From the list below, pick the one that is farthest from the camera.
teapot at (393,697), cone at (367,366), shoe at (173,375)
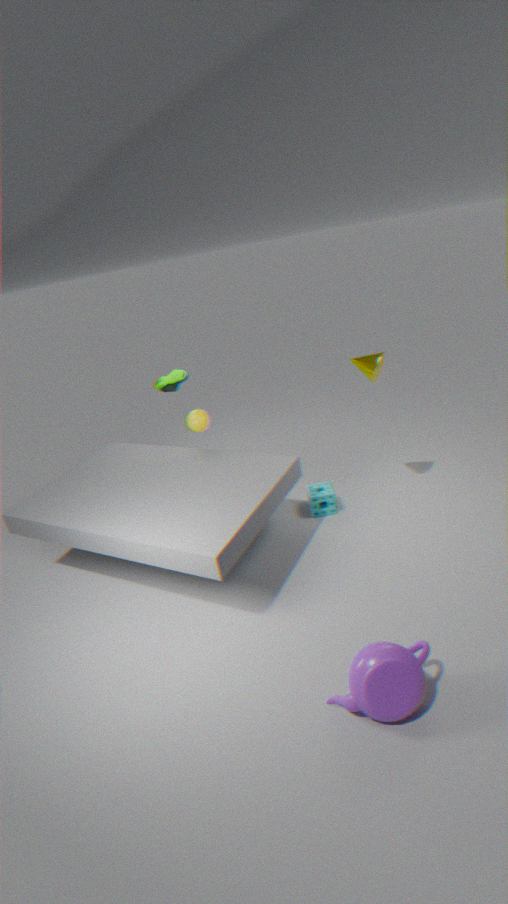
shoe at (173,375)
